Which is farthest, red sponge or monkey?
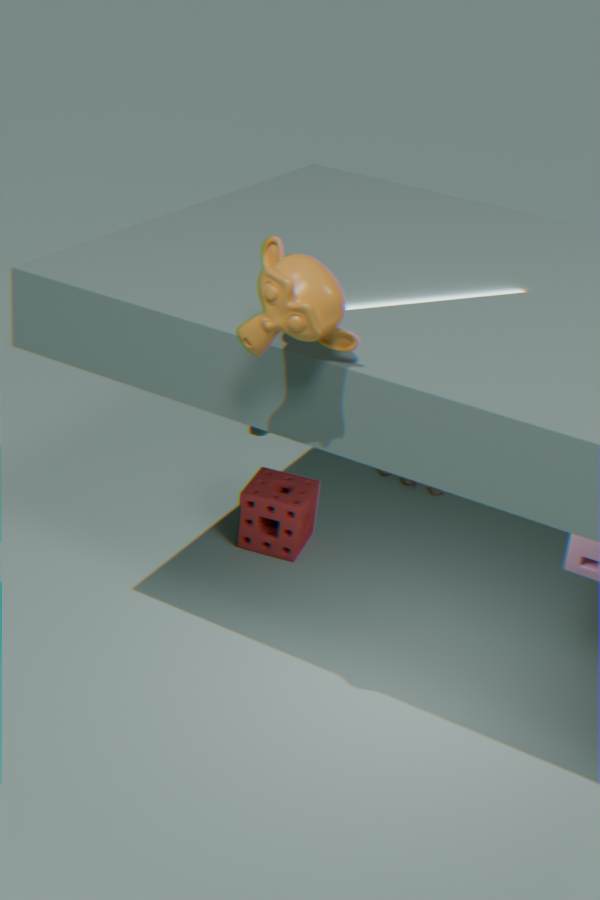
red sponge
